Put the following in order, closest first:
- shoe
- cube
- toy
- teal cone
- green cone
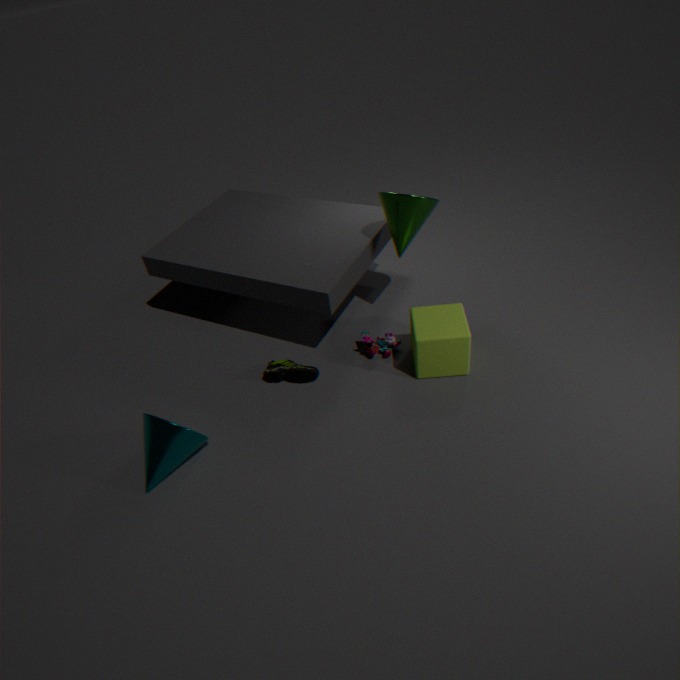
teal cone < cube < green cone < shoe < toy
